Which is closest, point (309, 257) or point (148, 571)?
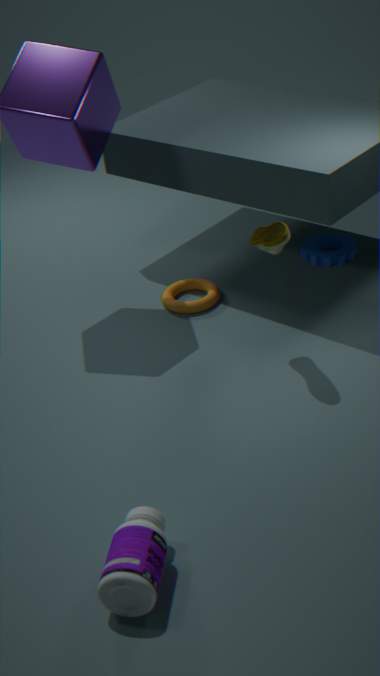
point (148, 571)
